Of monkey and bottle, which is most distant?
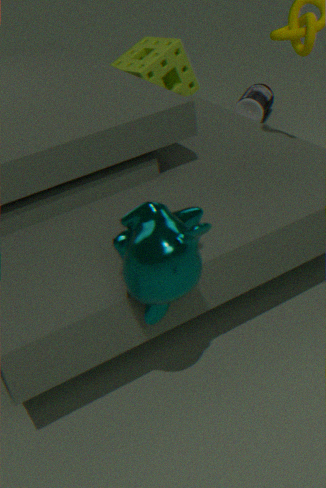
bottle
